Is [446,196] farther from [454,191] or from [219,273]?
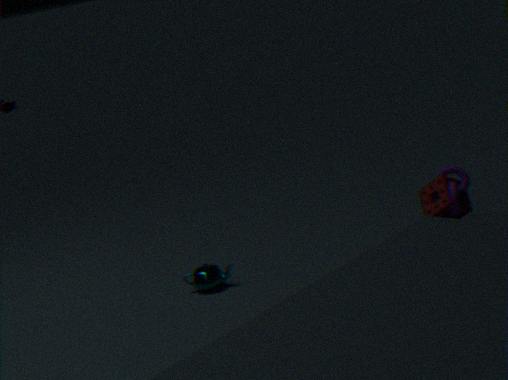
[219,273]
